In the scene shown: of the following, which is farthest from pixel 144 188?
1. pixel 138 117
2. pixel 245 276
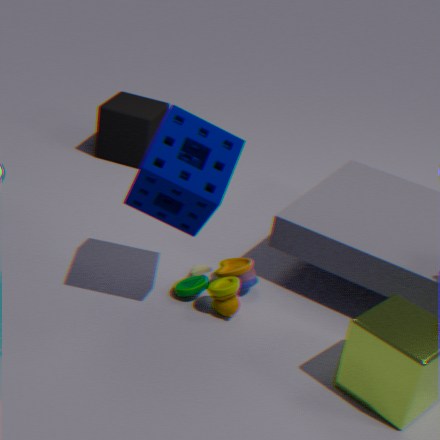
pixel 138 117
